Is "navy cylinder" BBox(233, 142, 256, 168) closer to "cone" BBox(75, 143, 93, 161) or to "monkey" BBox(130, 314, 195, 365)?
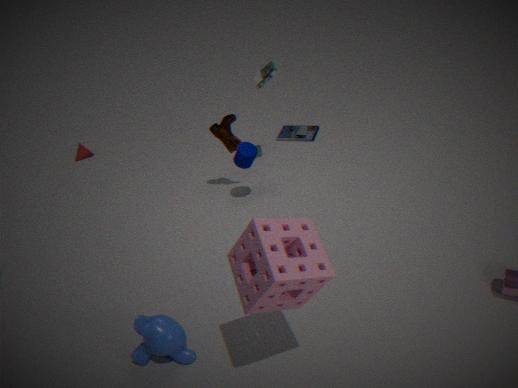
"monkey" BBox(130, 314, 195, 365)
